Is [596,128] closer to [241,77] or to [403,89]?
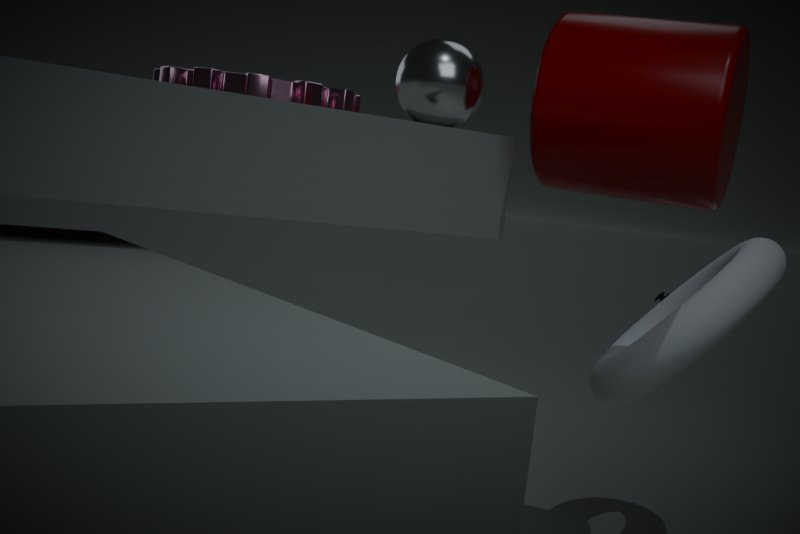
[403,89]
